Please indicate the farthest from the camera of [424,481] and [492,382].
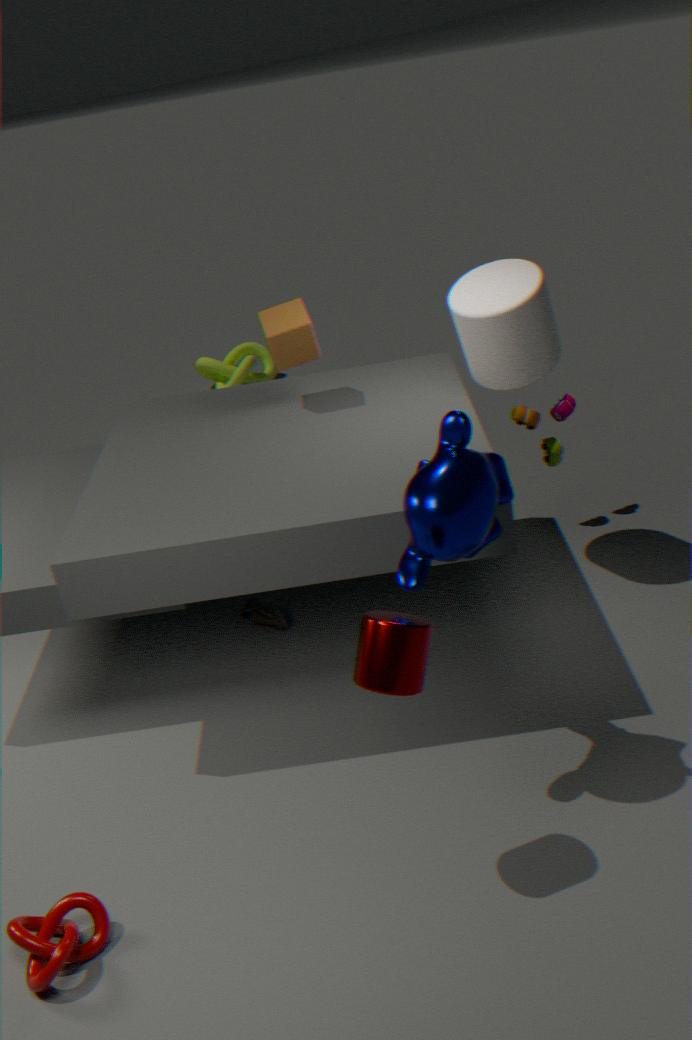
[492,382]
